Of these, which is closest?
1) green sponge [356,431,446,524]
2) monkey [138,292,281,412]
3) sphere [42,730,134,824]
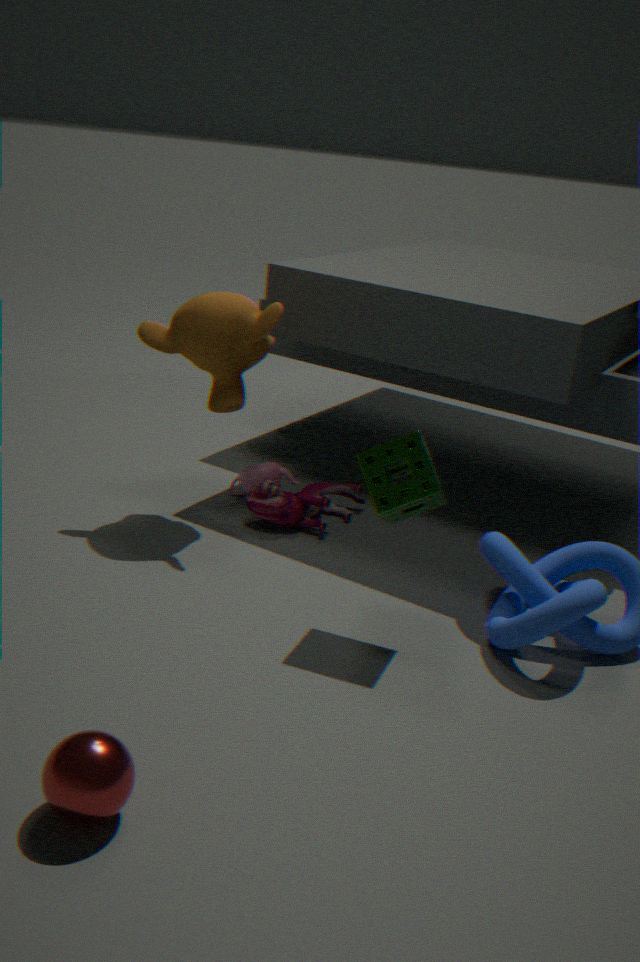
3. sphere [42,730,134,824]
